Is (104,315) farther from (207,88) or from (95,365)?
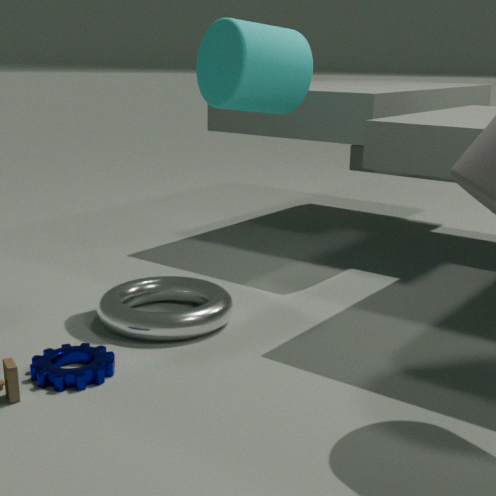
(207,88)
